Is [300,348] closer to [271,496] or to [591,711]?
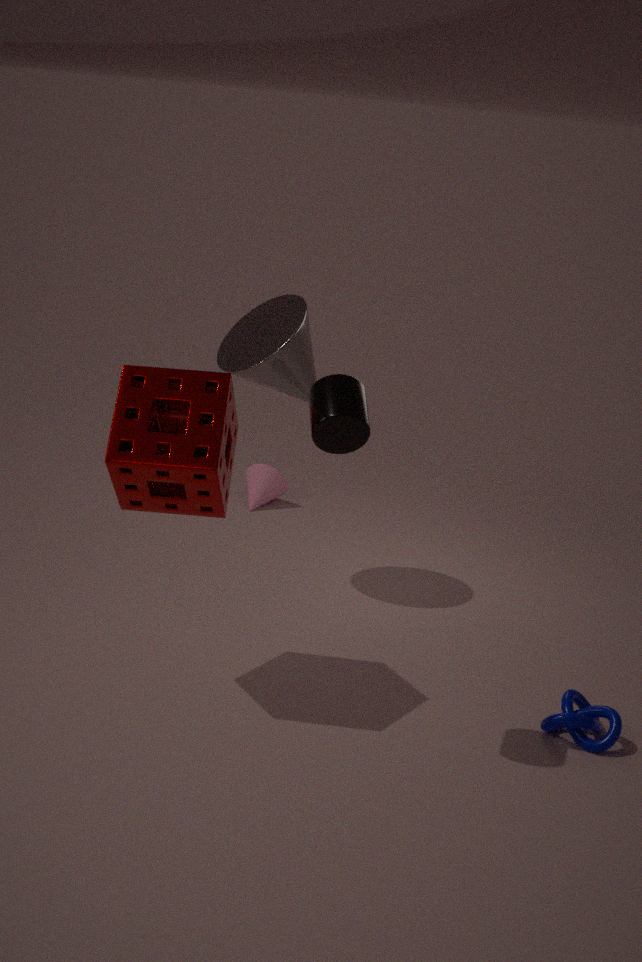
[271,496]
